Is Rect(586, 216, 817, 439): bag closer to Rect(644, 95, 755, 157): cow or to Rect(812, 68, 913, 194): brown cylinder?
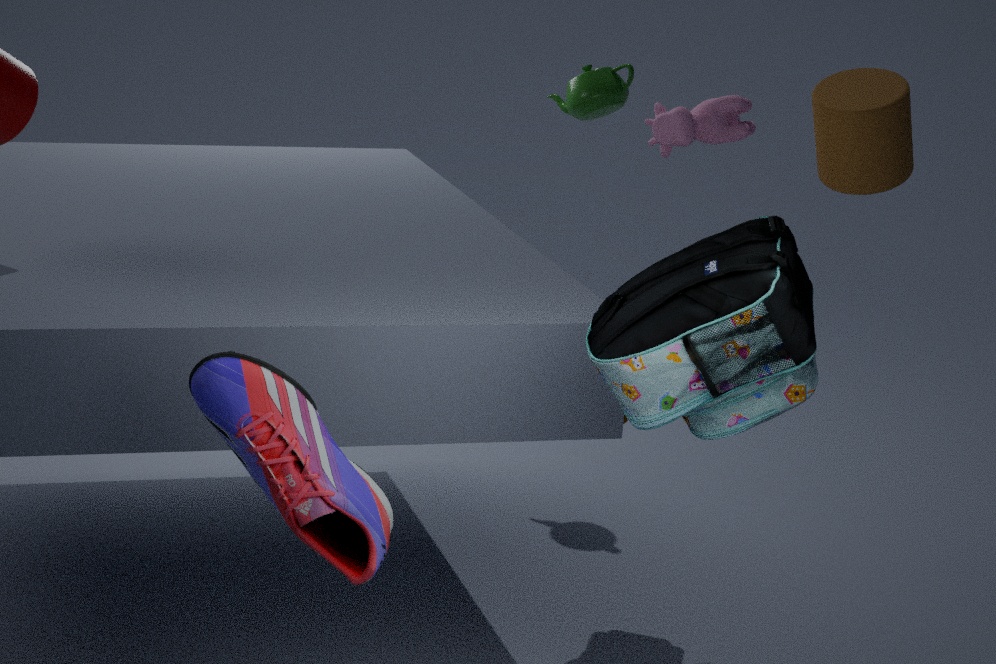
Rect(812, 68, 913, 194): brown cylinder
